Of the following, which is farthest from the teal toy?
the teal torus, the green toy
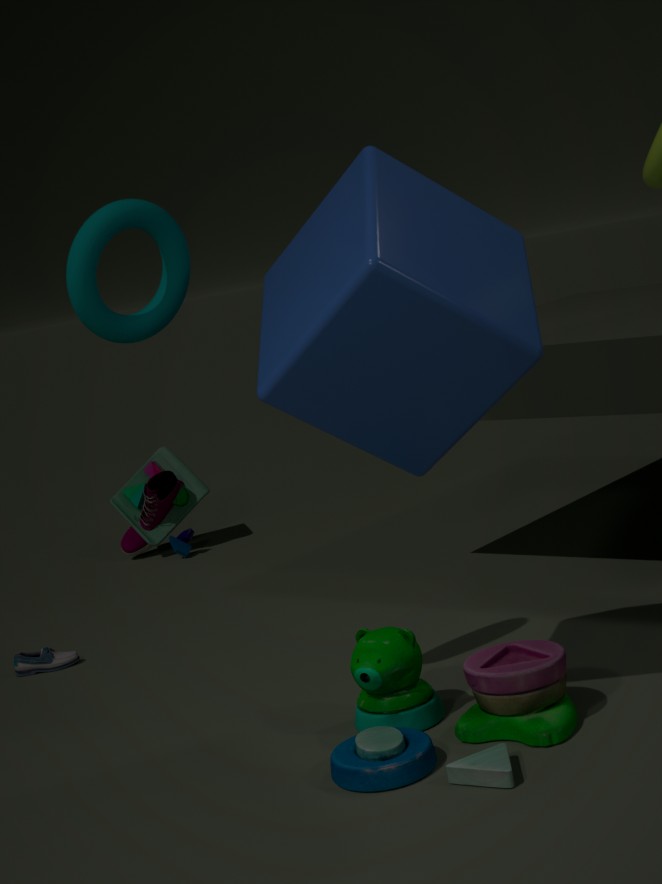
the green toy
